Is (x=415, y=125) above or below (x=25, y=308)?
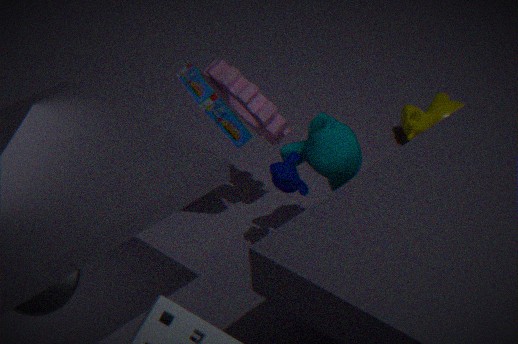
below
